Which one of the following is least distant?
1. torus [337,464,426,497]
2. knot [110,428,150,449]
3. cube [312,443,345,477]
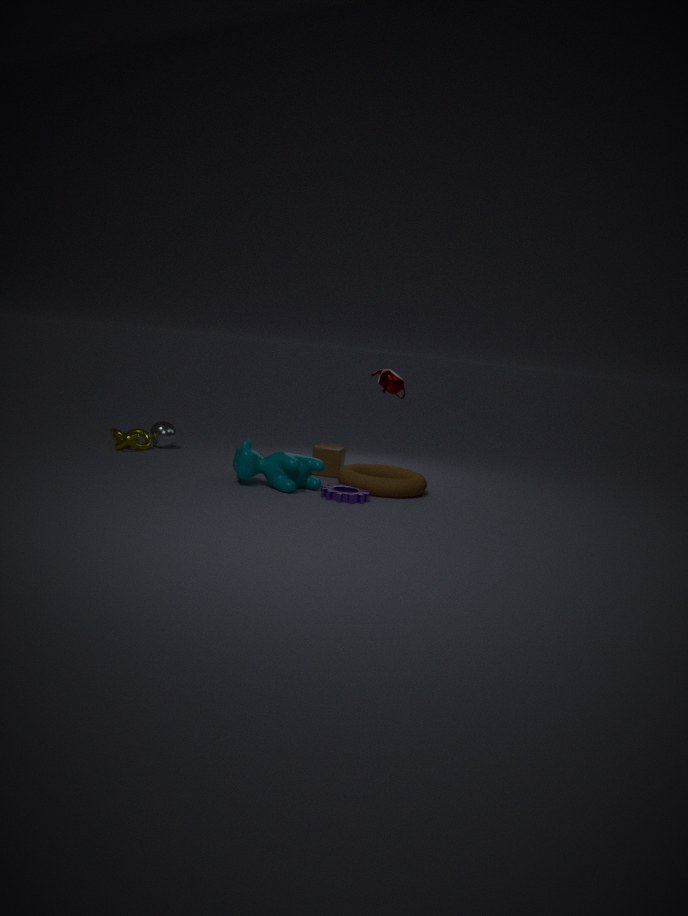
torus [337,464,426,497]
